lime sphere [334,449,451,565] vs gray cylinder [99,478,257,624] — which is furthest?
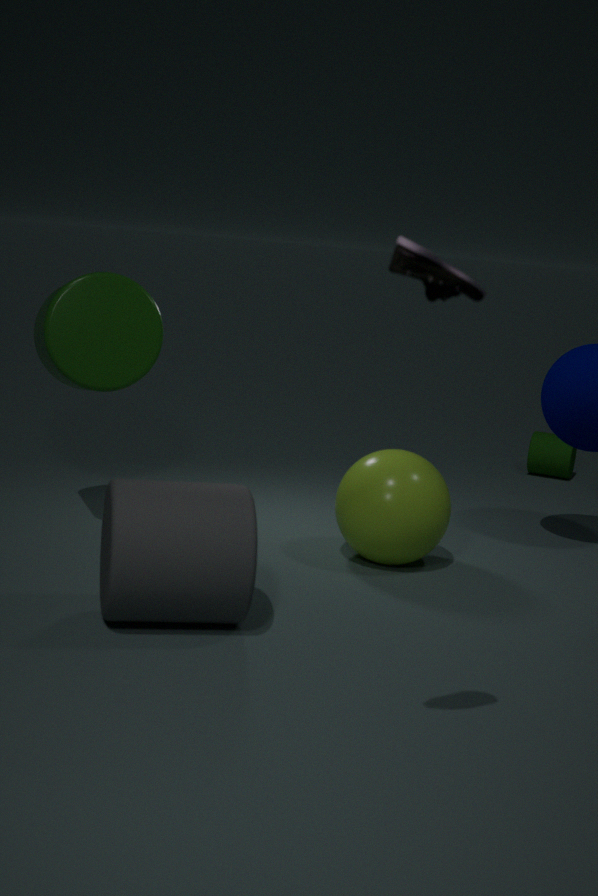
lime sphere [334,449,451,565]
